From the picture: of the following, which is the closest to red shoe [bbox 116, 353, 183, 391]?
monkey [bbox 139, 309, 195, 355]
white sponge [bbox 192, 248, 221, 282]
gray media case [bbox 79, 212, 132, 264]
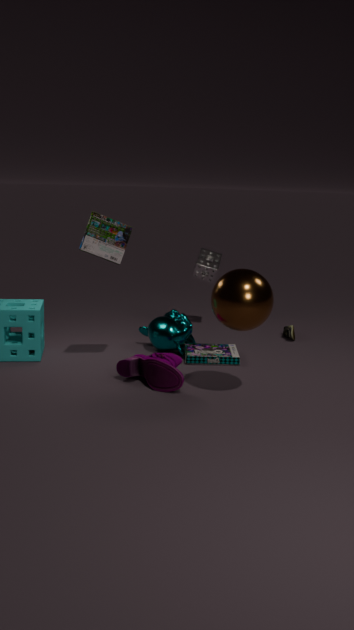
monkey [bbox 139, 309, 195, 355]
